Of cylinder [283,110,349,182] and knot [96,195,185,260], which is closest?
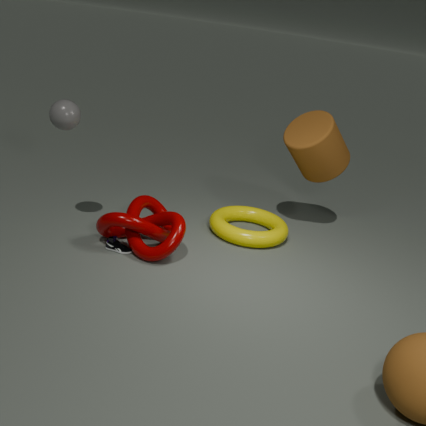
knot [96,195,185,260]
